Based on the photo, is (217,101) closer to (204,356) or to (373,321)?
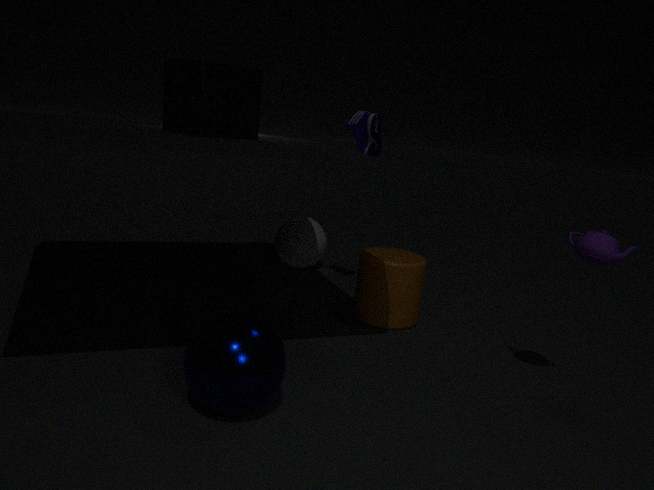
(373,321)
